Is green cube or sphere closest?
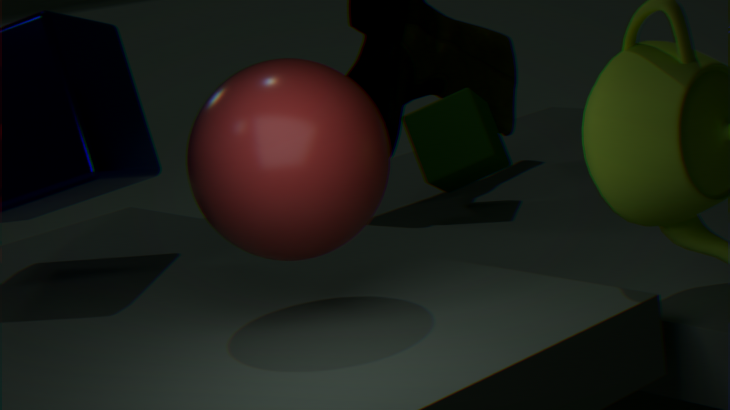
sphere
